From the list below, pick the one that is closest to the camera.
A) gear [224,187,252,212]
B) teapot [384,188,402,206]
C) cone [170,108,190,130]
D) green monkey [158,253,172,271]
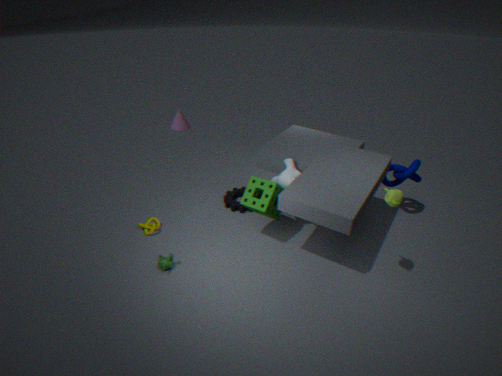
teapot [384,188,402,206]
